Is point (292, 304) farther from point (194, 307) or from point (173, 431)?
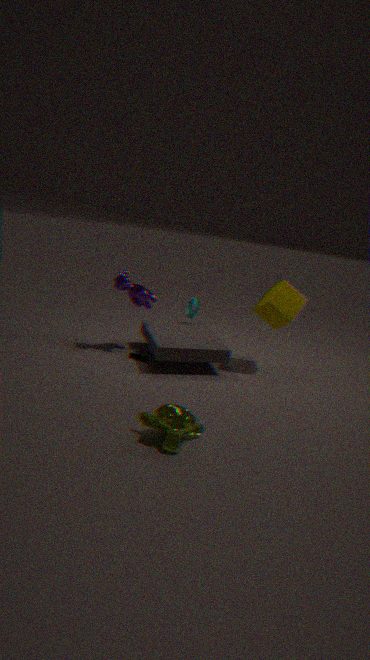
point (173, 431)
